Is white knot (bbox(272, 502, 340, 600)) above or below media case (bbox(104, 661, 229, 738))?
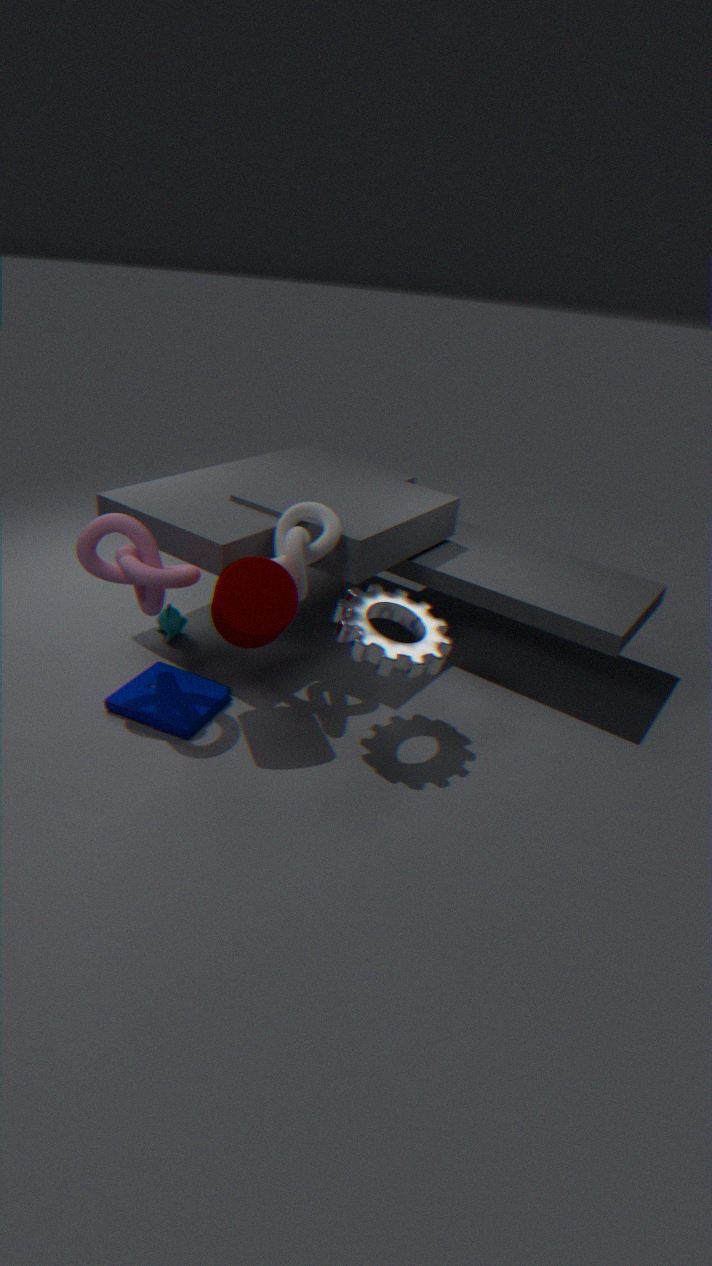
above
